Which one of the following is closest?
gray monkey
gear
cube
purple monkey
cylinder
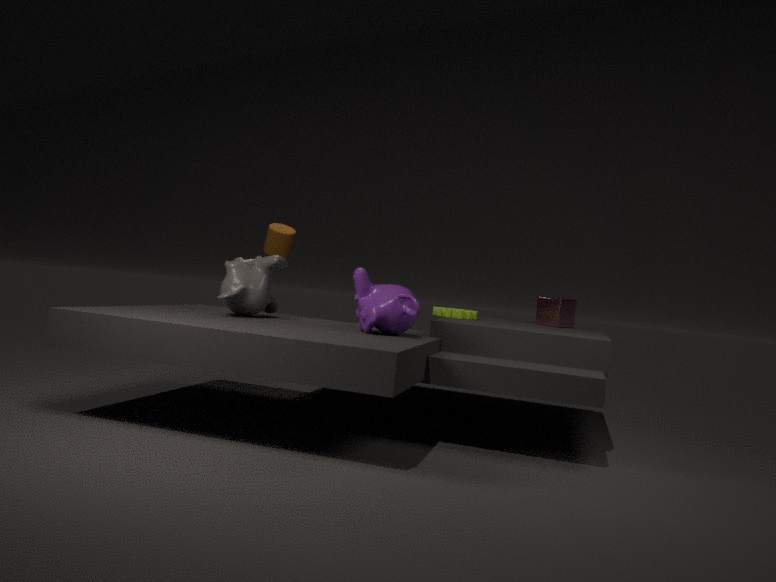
purple monkey
